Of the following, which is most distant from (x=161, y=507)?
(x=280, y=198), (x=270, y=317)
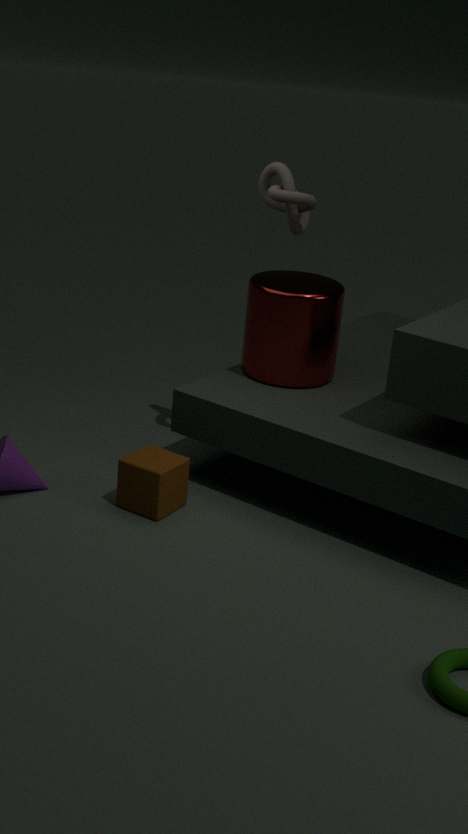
(x=280, y=198)
